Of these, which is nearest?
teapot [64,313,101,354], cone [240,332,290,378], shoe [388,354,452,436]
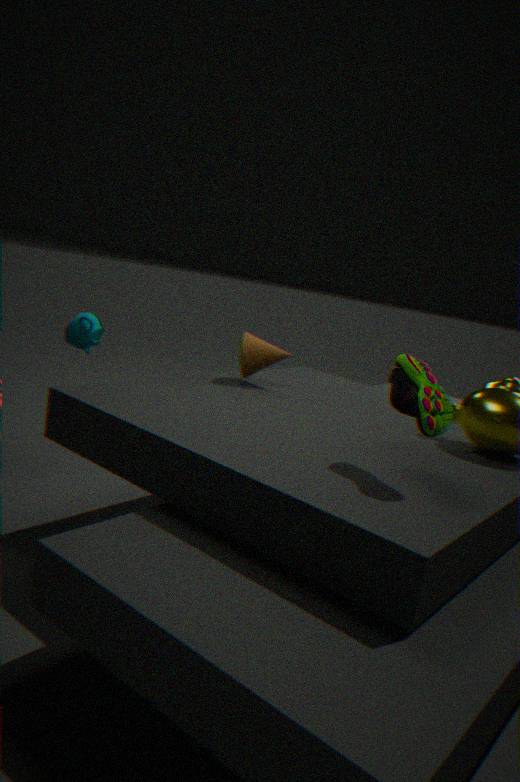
shoe [388,354,452,436]
